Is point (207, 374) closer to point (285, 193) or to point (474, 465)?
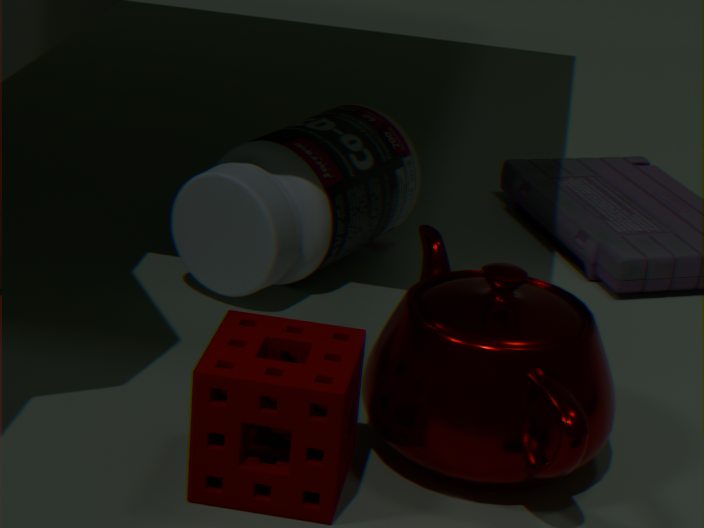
point (474, 465)
